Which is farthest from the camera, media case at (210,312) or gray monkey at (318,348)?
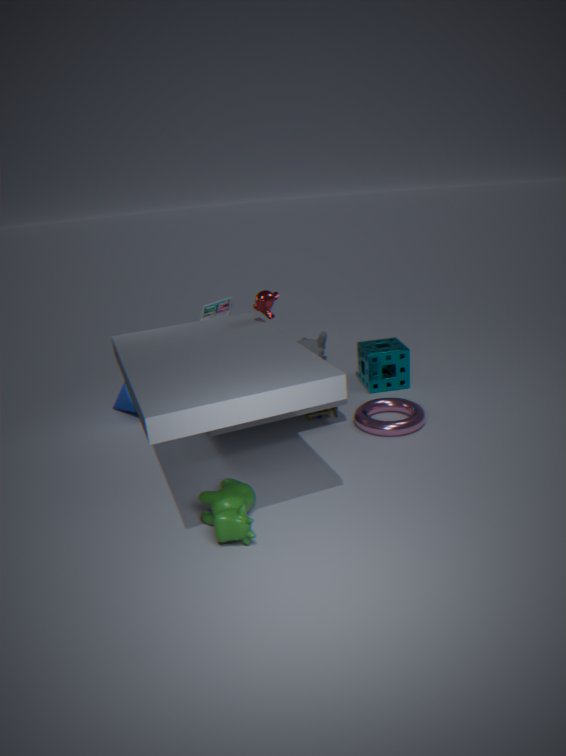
gray monkey at (318,348)
